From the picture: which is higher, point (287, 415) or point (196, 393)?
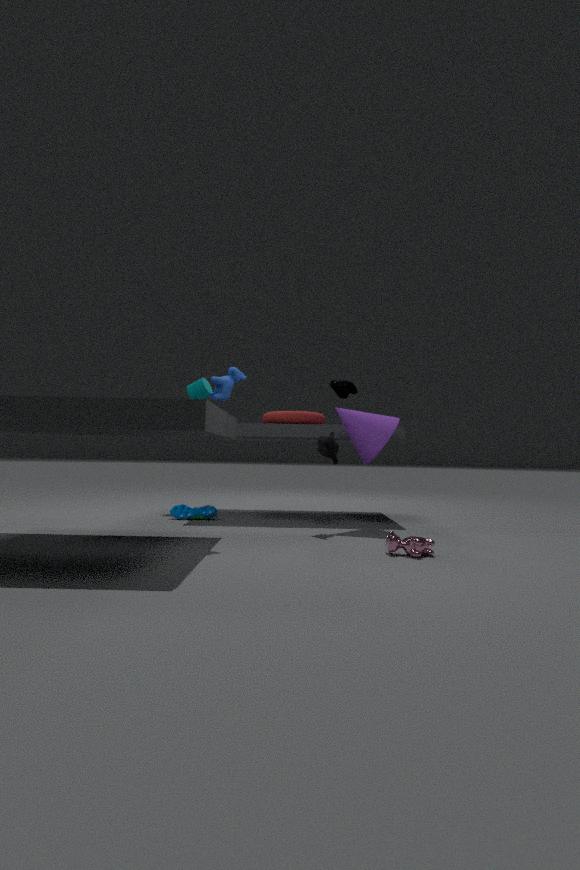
point (196, 393)
